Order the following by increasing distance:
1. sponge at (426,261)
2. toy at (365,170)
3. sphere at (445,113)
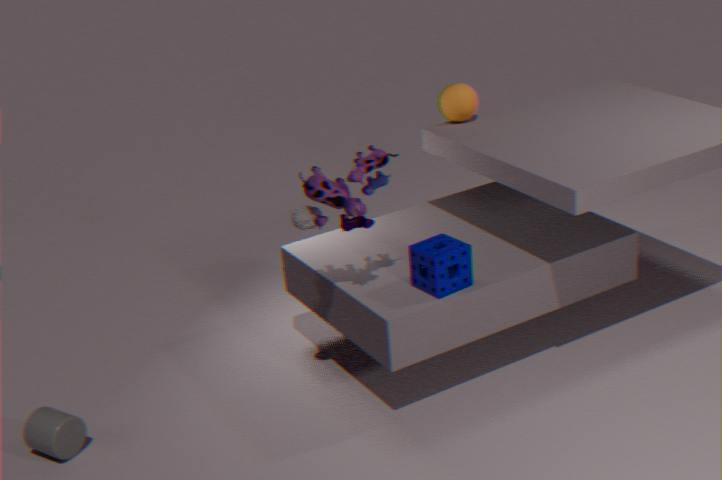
toy at (365,170), sponge at (426,261), sphere at (445,113)
